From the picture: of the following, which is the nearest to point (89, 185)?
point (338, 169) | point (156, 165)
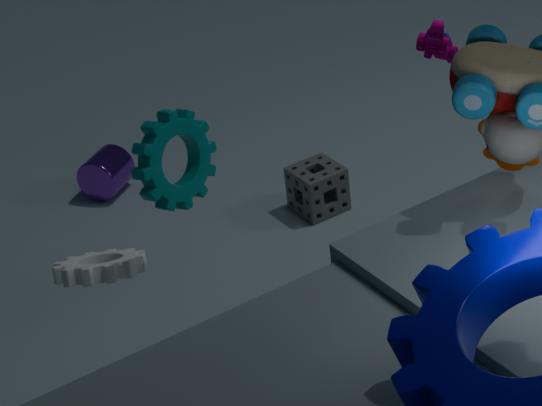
point (338, 169)
